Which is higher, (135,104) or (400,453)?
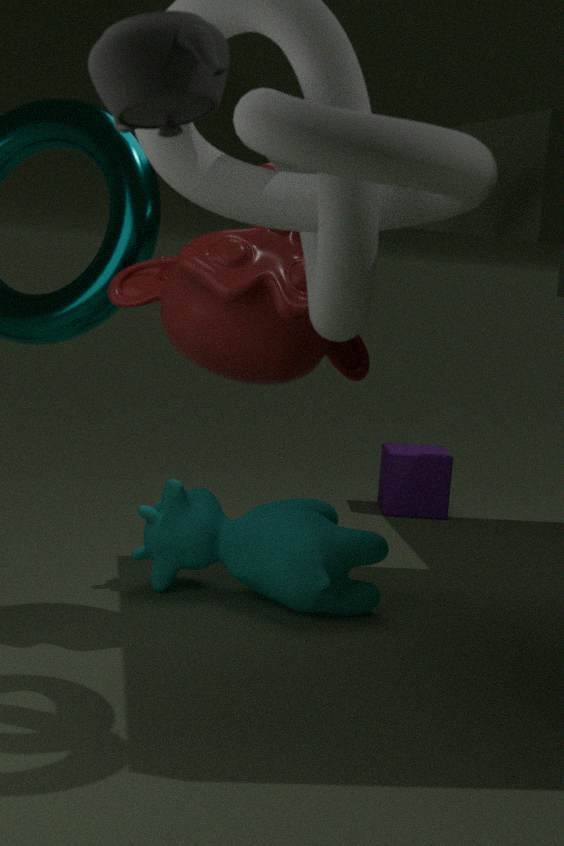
(135,104)
